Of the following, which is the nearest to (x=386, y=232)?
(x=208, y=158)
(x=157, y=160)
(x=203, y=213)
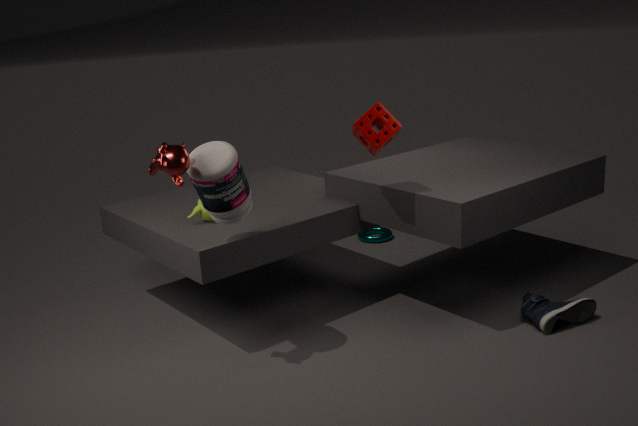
(x=203, y=213)
